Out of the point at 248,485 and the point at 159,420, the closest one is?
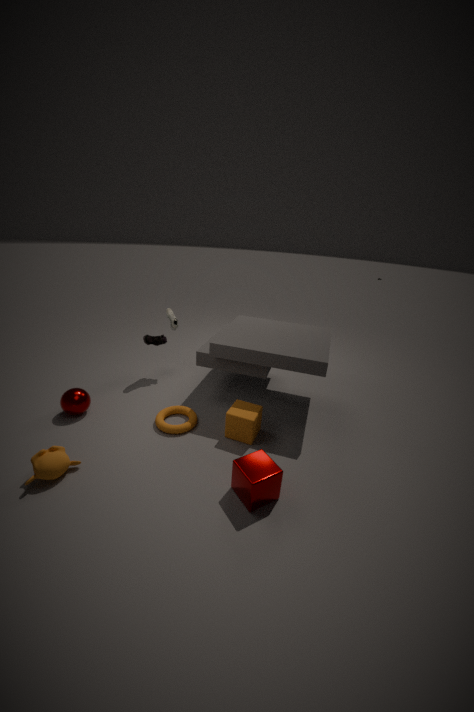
the point at 248,485
